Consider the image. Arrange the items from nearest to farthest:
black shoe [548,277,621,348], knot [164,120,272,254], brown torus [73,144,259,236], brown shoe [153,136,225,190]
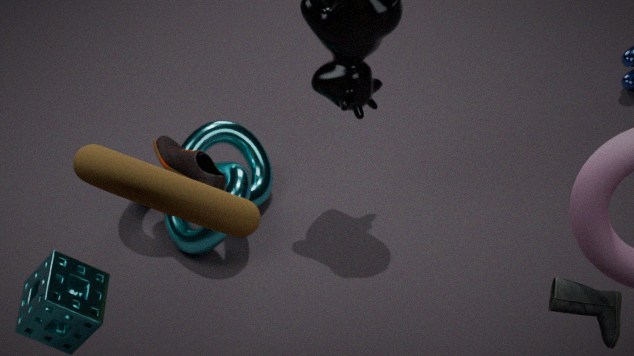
1. brown torus [73,144,259,236]
2. black shoe [548,277,621,348]
3. brown shoe [153,136,225,190]
4. knot [164,120,272,254]
